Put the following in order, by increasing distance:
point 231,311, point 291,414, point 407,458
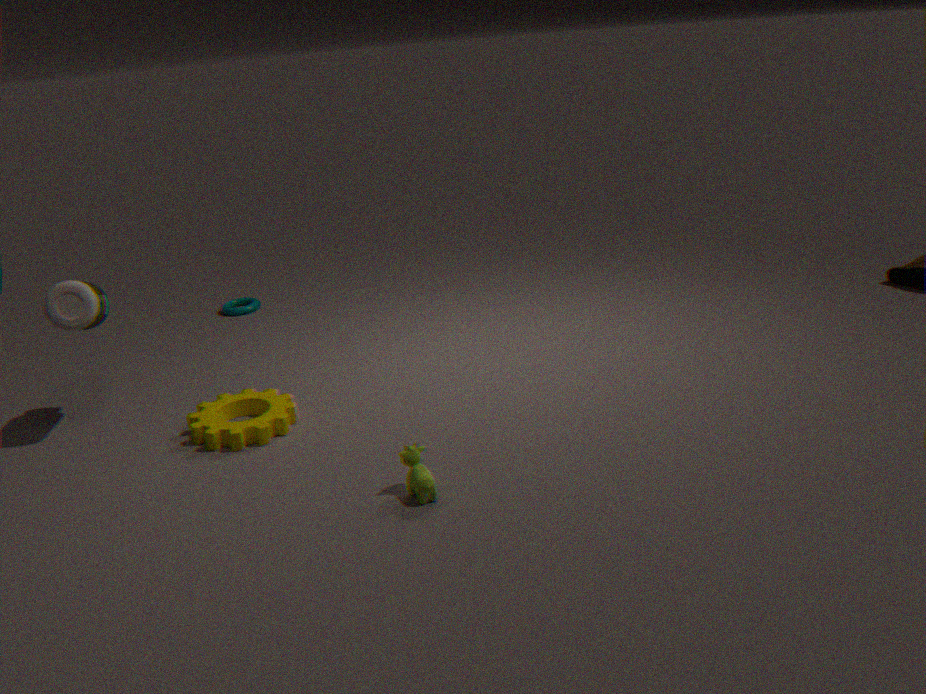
point 407,458 → point 291,414 → point 231,311
